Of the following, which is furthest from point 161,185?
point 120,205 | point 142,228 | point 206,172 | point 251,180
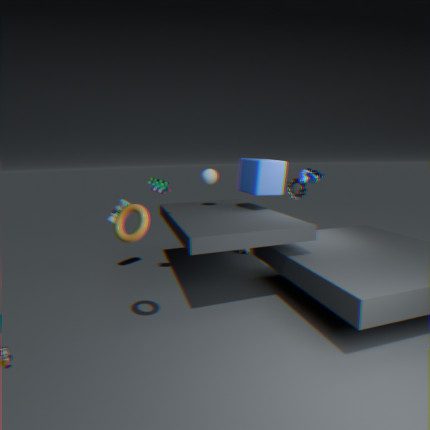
point 251,180
